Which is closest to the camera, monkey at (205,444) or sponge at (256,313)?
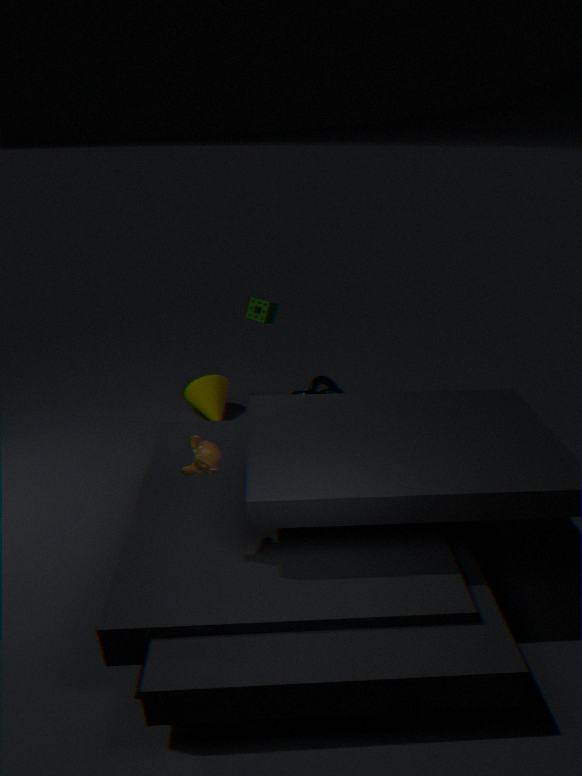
monkey at (205,444)
